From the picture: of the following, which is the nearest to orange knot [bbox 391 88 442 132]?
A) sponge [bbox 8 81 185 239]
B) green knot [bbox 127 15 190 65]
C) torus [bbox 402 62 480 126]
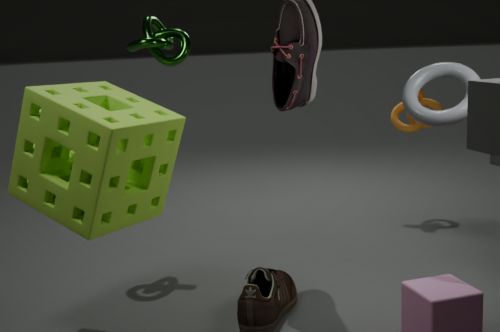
torus [bbox 402 62 480 126]
